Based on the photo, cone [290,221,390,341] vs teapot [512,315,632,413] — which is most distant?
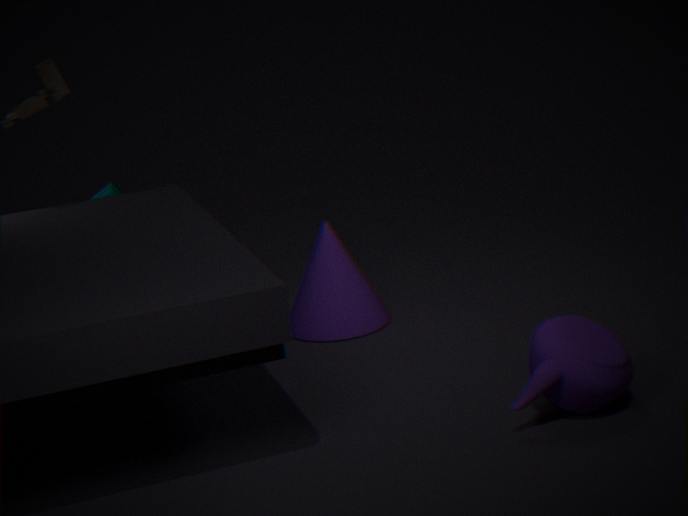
cone [290,221,390,341]
